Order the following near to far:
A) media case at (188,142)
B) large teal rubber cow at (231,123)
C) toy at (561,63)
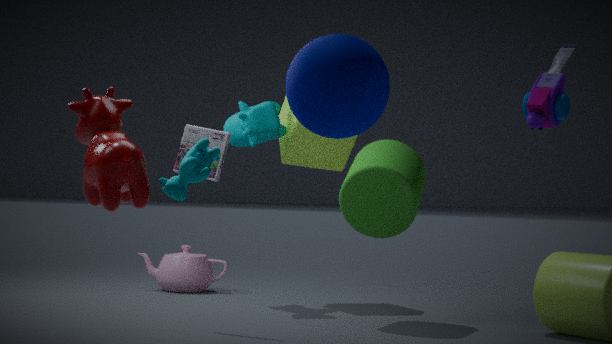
C. toy at (561,63), A. media case at (188,142), B. large teal rubber cow at (231,123)
